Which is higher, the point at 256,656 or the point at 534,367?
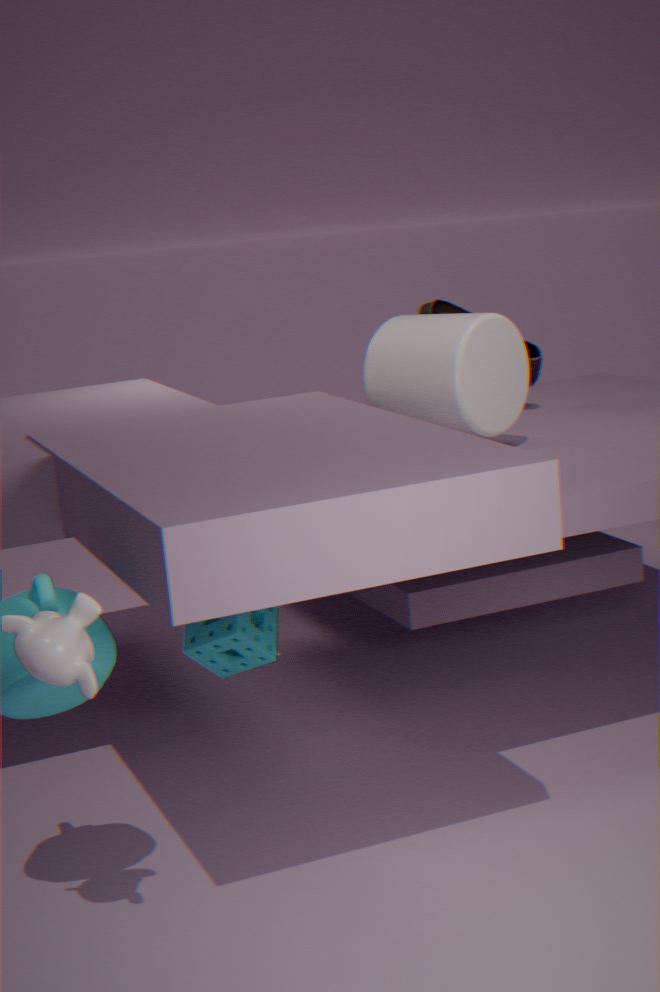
the point at 534,367
